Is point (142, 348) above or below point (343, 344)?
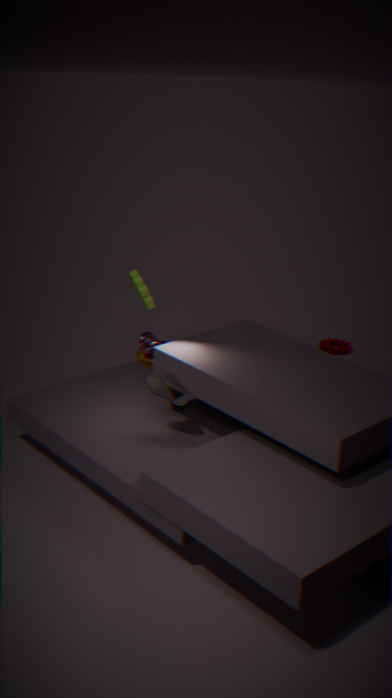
above
